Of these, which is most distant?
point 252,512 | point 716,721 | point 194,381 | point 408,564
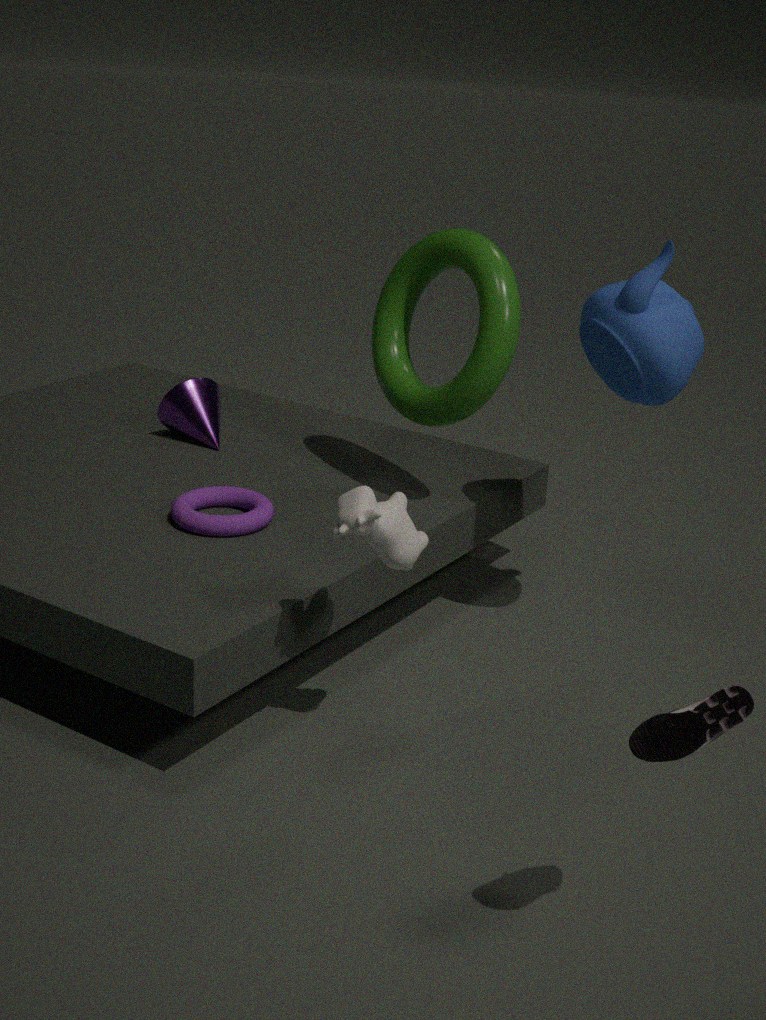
point 194,381
